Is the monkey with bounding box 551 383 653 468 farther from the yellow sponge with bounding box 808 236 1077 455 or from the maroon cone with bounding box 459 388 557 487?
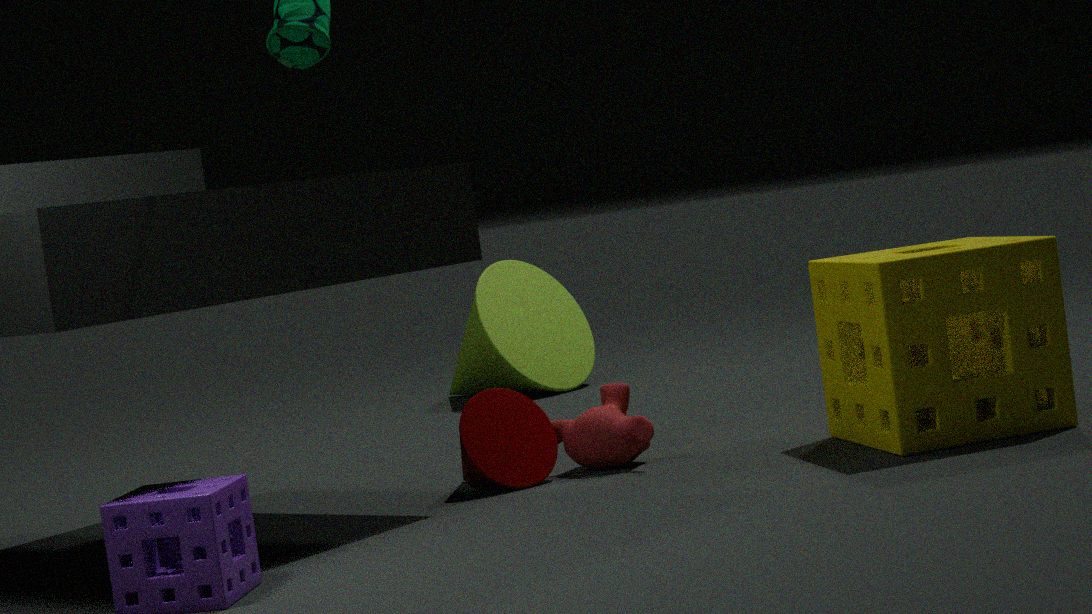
the yellow sponge with bounding box 808 236 1077 455
